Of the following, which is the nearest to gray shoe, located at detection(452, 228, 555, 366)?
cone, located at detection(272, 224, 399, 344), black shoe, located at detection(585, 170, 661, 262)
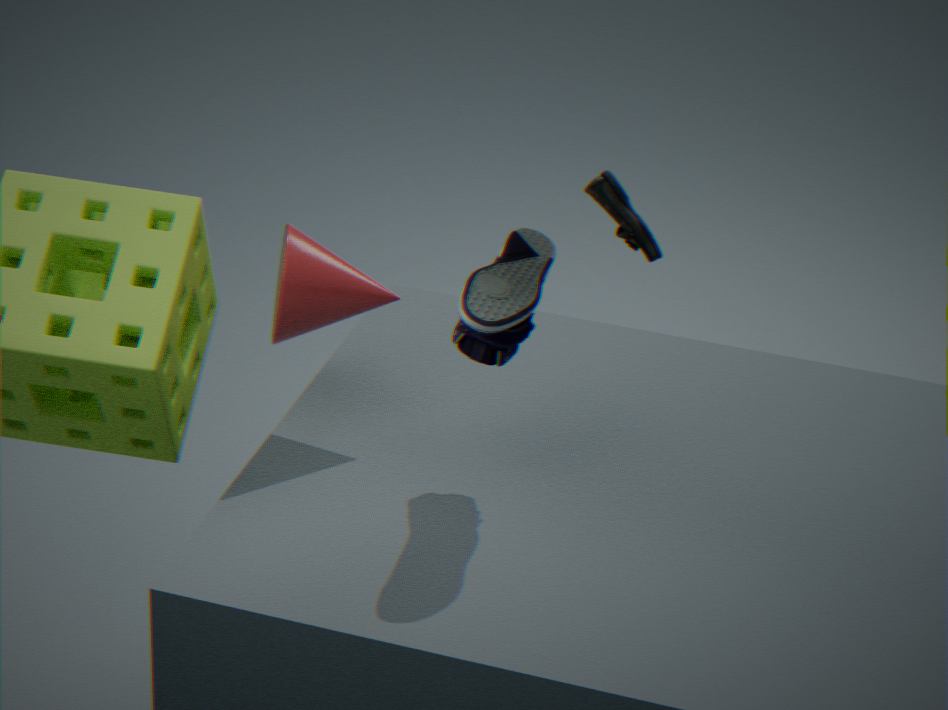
cone, located at detection(272, 224, 399, 344)
